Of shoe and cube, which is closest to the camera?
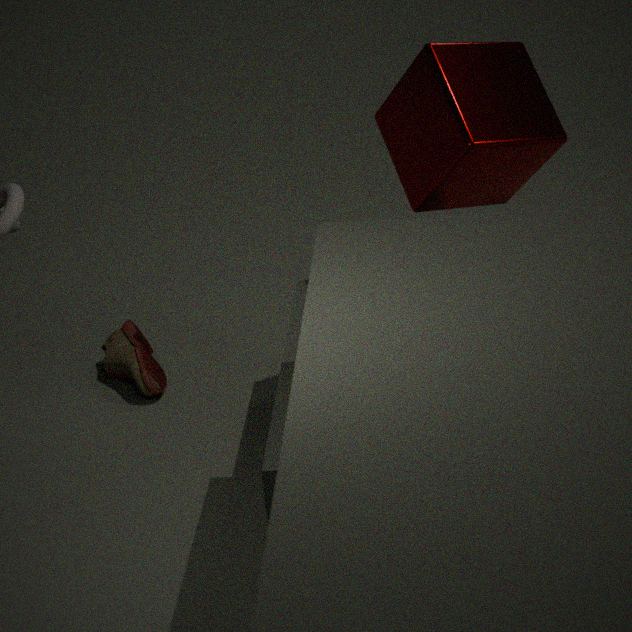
cube
